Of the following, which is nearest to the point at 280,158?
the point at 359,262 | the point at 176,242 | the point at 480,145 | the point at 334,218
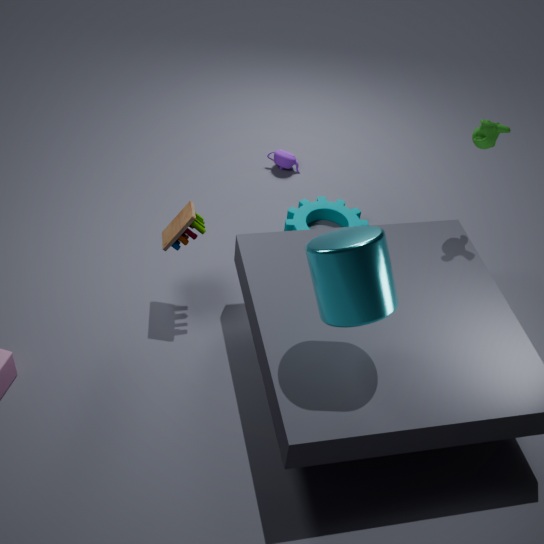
the point at 334,218
